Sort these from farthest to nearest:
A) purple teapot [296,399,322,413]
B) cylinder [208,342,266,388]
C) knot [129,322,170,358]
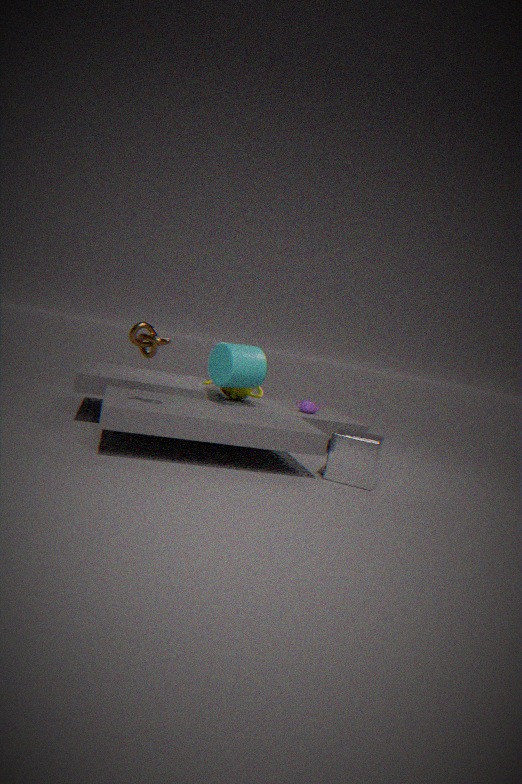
purple teapot [296,399,322,413] → cylinder [208,342,266,388] → knot [129,322,170,358]
